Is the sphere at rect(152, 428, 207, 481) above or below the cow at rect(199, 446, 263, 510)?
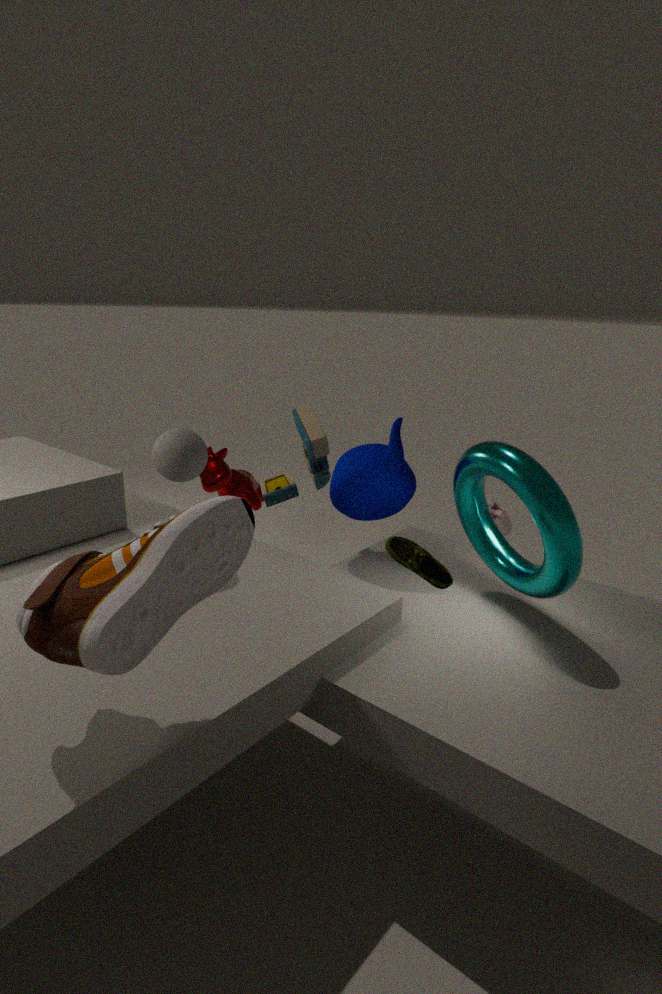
above
